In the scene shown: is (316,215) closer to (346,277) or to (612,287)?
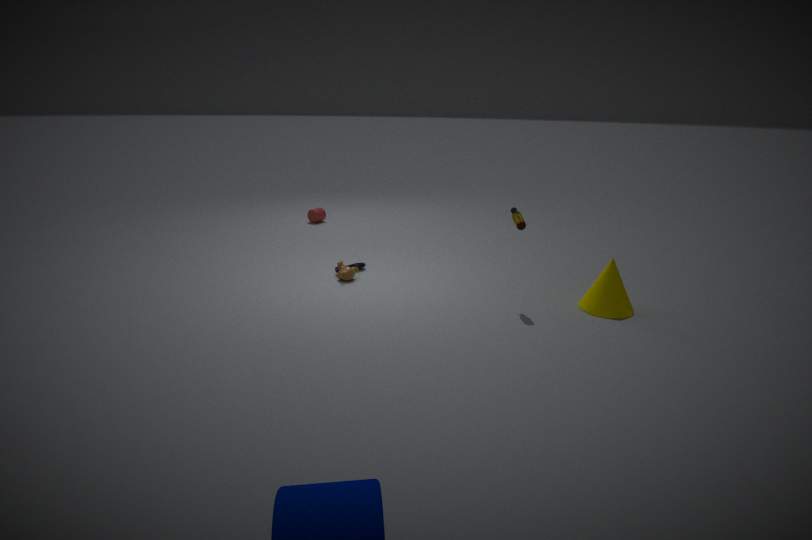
(346,277)
